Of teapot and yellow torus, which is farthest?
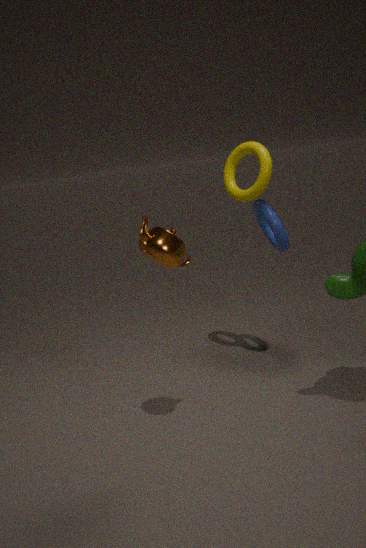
yellow torus
